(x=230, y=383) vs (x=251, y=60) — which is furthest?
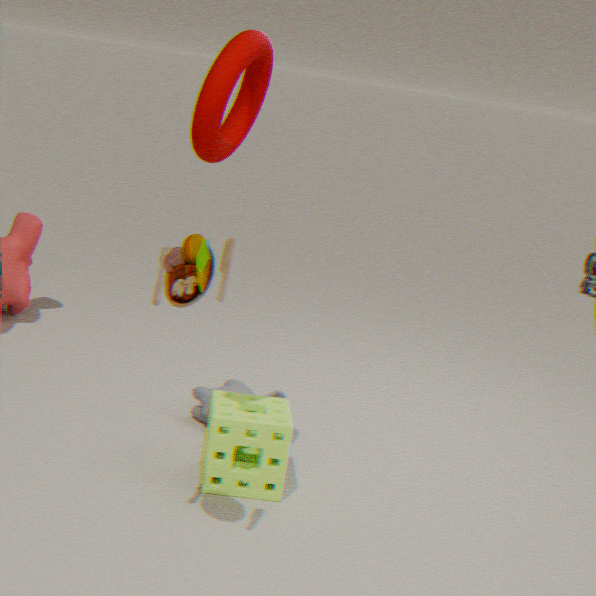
(x=230, y=383)
